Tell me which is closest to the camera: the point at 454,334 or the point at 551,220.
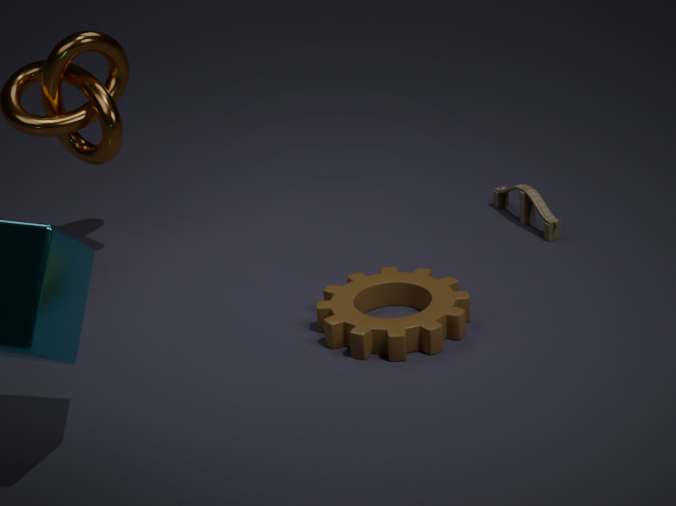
the point at 454,334
